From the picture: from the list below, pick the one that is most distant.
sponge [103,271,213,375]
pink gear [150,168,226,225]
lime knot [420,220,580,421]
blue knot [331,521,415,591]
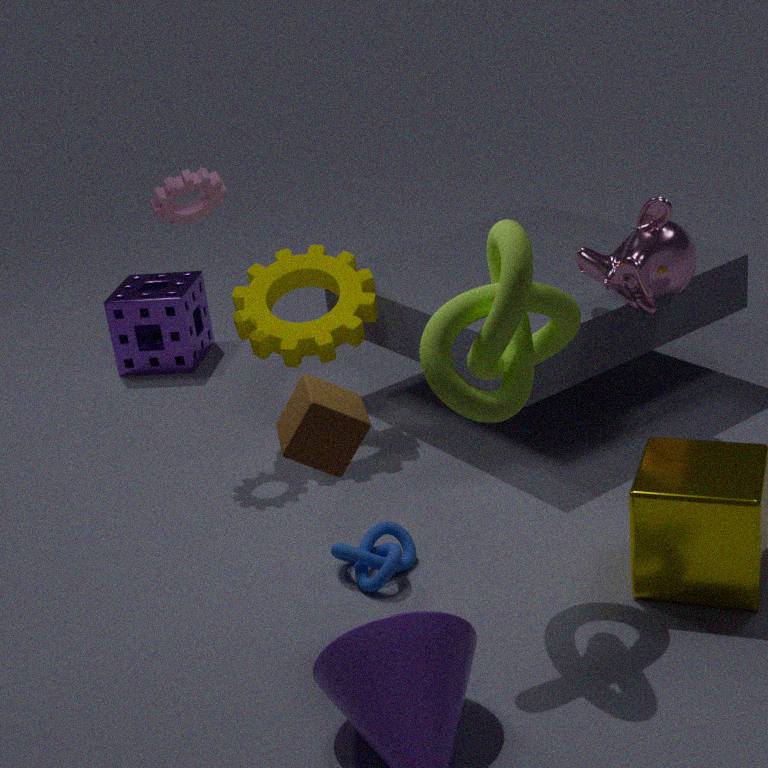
sponge [103,271,213,375]
